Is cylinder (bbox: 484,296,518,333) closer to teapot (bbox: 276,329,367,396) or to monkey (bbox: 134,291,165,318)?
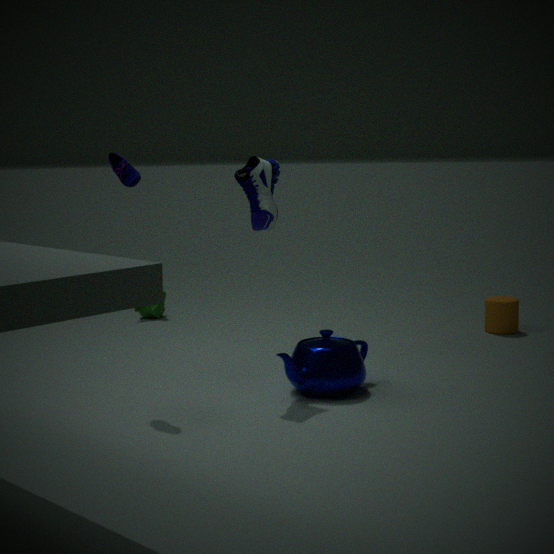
teapot (bbox: 276,329,367,396)
